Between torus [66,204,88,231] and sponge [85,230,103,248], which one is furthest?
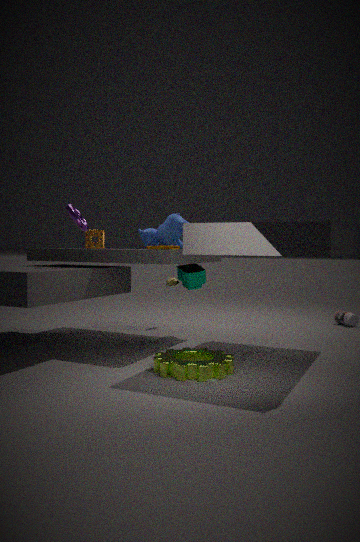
sponge [85,230,103,248]
